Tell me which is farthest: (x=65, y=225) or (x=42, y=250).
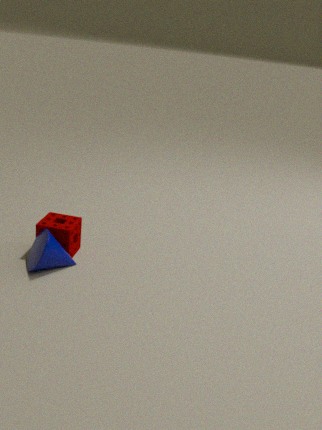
(x=65, y=225)
